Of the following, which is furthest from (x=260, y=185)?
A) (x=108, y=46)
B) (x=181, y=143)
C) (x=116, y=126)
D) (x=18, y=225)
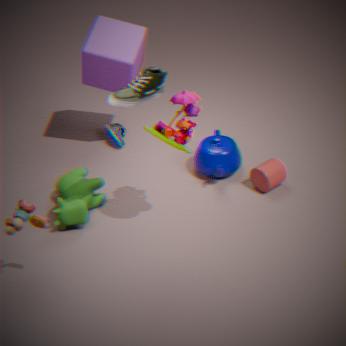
(x=18, y=225)
